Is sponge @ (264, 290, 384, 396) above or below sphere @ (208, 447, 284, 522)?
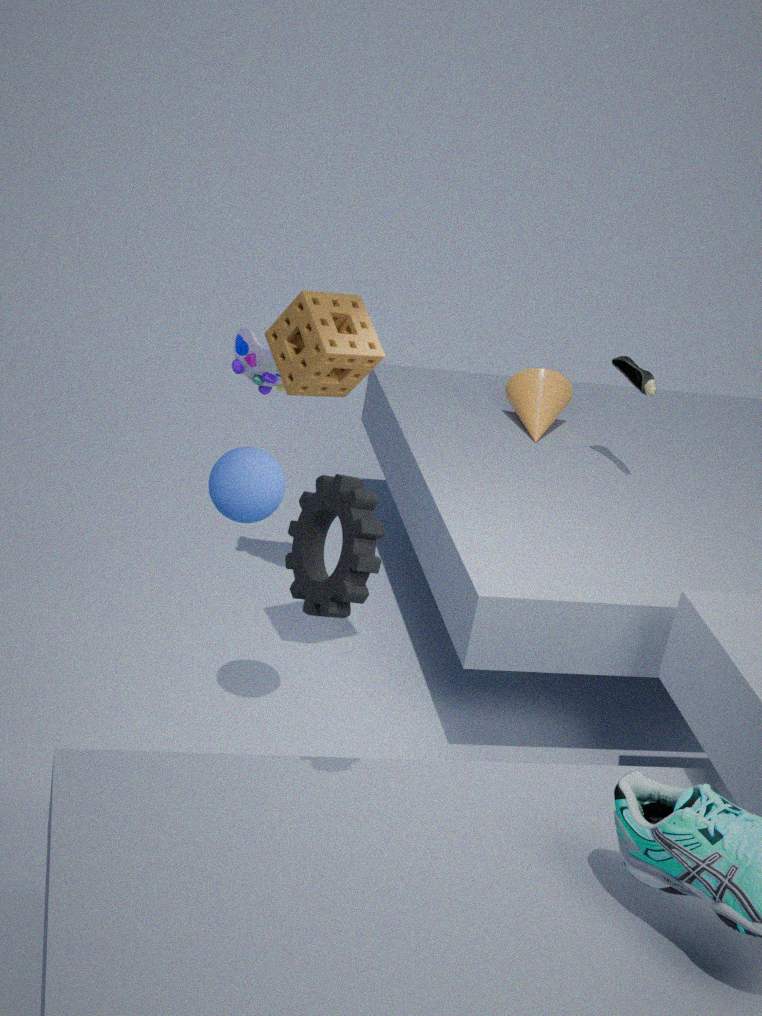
above
